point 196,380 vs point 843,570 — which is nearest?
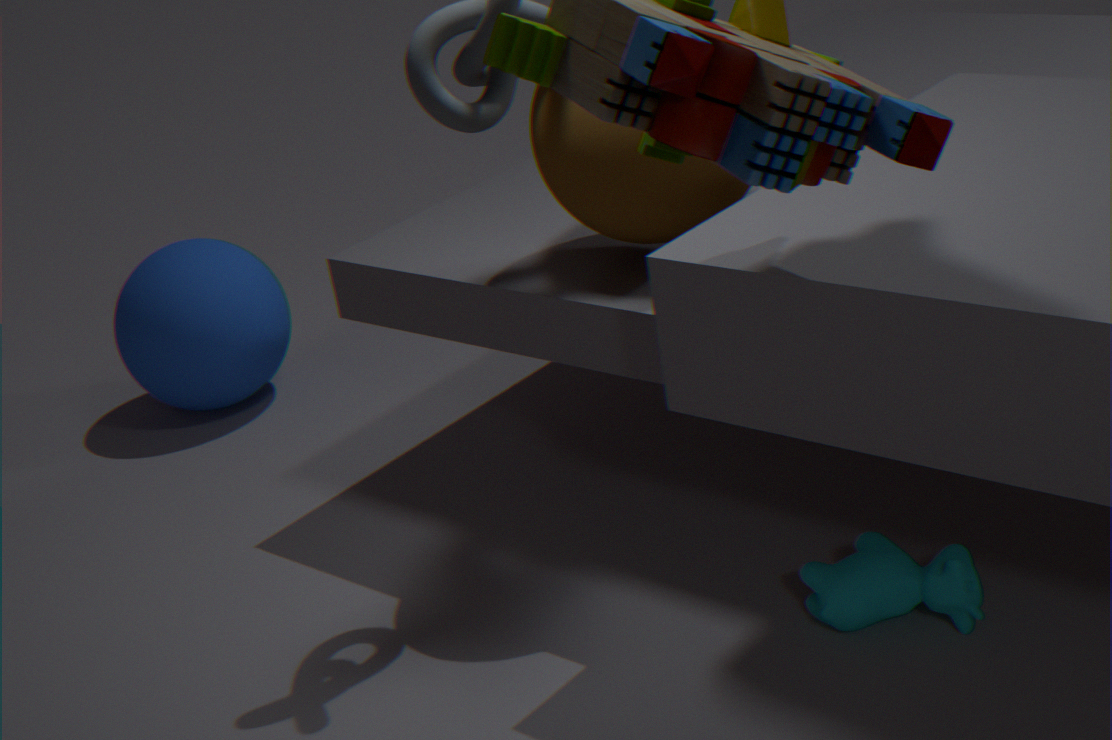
point 843,570
